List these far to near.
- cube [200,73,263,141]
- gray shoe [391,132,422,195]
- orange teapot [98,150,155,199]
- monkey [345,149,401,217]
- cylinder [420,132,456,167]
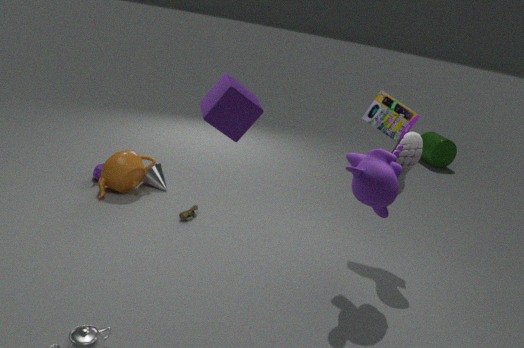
cylinder [420,132,456,167] → orange teapot [98,150,155,199] → gray shoe [391,132,422,195] → monkey [345,149,401,217] → cube [200,73,263,141]
